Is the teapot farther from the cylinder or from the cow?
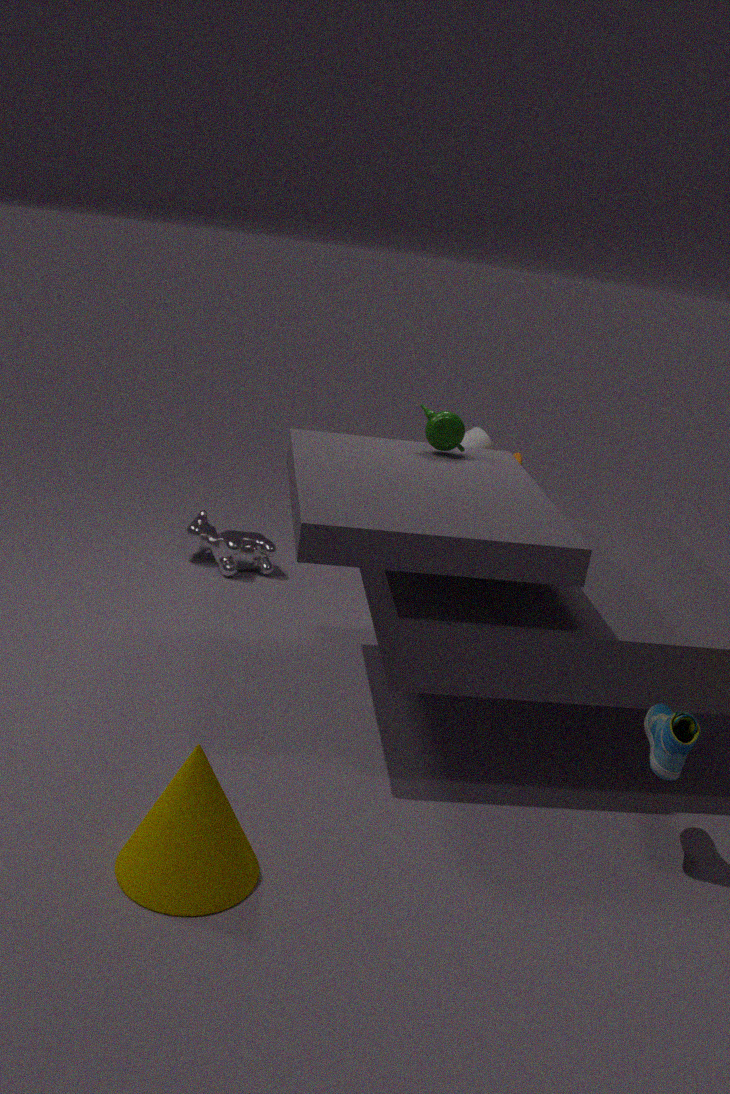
the cow
